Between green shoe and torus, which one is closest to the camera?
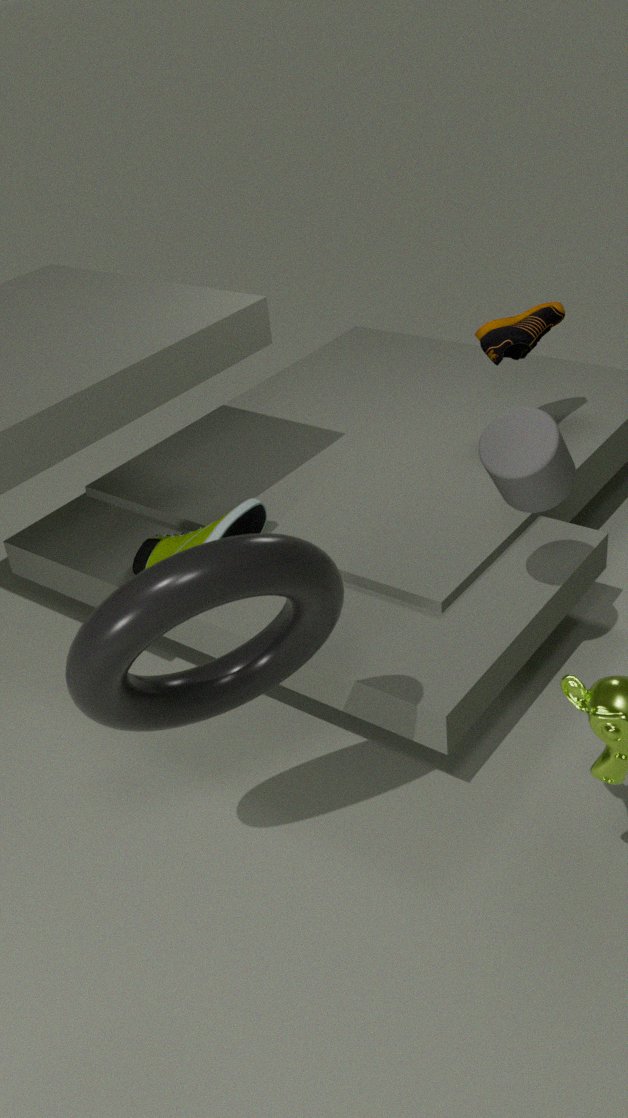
torus
